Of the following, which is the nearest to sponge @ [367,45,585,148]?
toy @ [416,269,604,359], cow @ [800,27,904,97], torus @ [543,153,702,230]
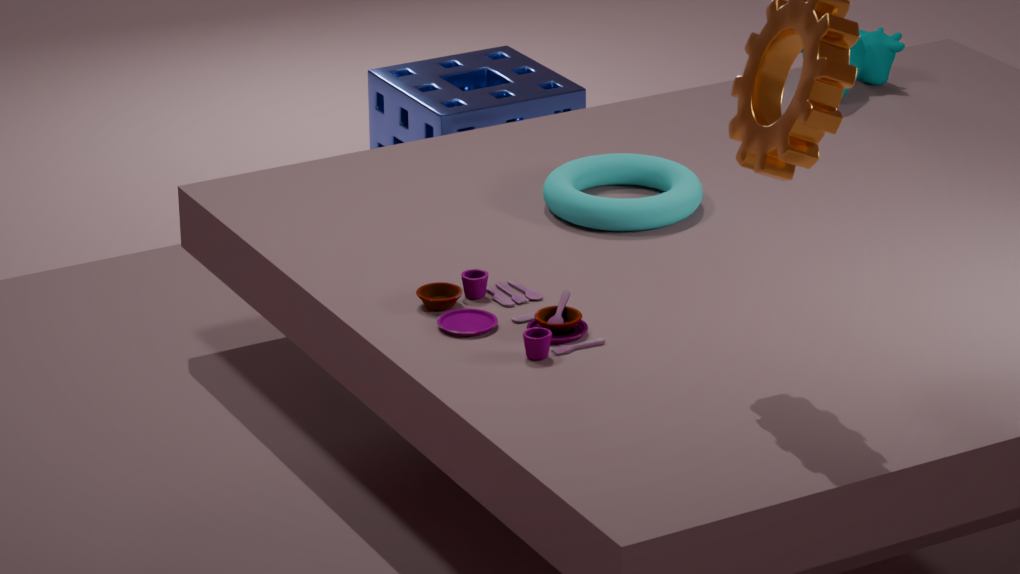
cow @ [800,27,904,97]
